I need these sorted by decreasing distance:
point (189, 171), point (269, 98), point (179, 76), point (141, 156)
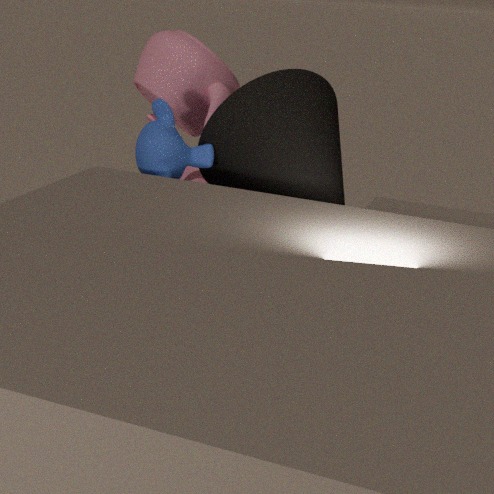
1. point (189, 171)
2. point (179, 76)
3. point (269, 98)
4. point (141, 156)
